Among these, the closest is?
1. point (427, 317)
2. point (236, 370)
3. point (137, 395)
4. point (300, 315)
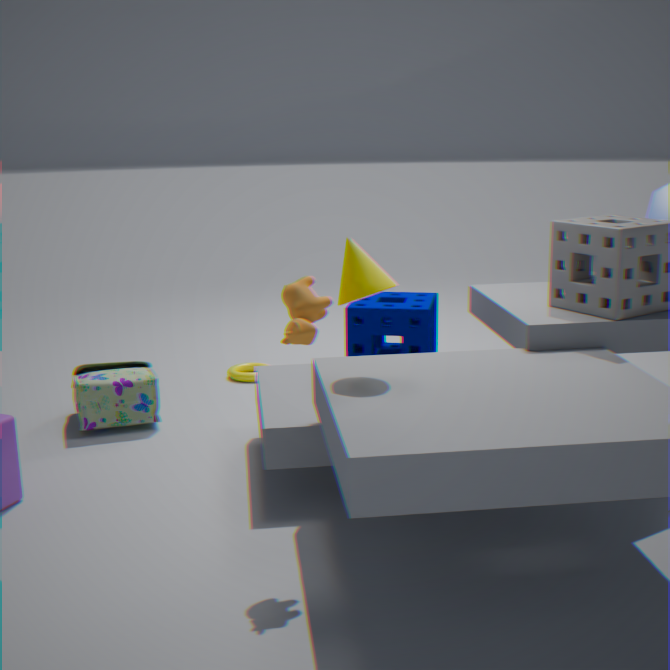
point (300, 315)
